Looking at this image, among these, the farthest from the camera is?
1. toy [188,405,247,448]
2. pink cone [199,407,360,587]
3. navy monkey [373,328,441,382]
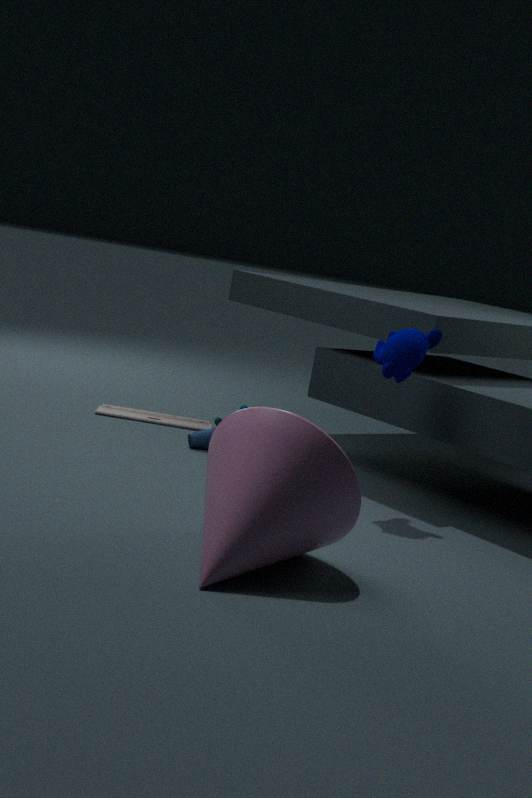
toy [188,405,247,448]
